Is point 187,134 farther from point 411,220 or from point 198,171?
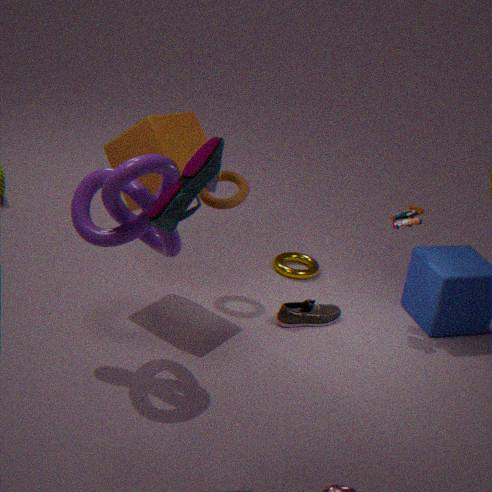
point 411,220
